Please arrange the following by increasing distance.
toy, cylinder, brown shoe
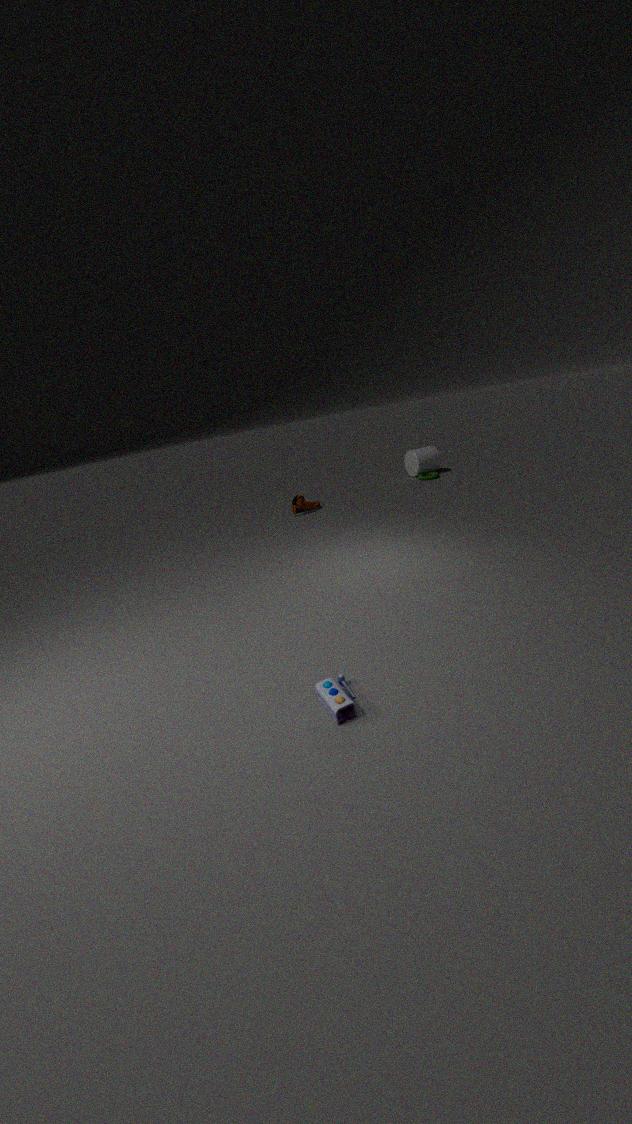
toy → brown shoe → cylinder
